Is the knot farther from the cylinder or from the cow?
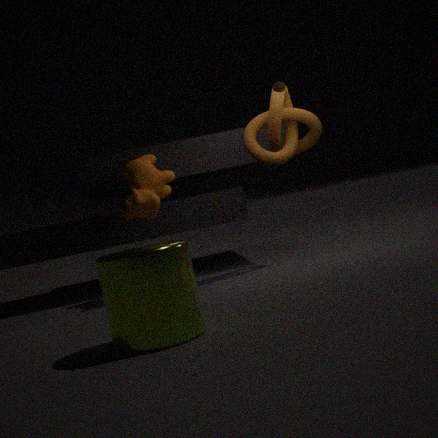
the cylinder
